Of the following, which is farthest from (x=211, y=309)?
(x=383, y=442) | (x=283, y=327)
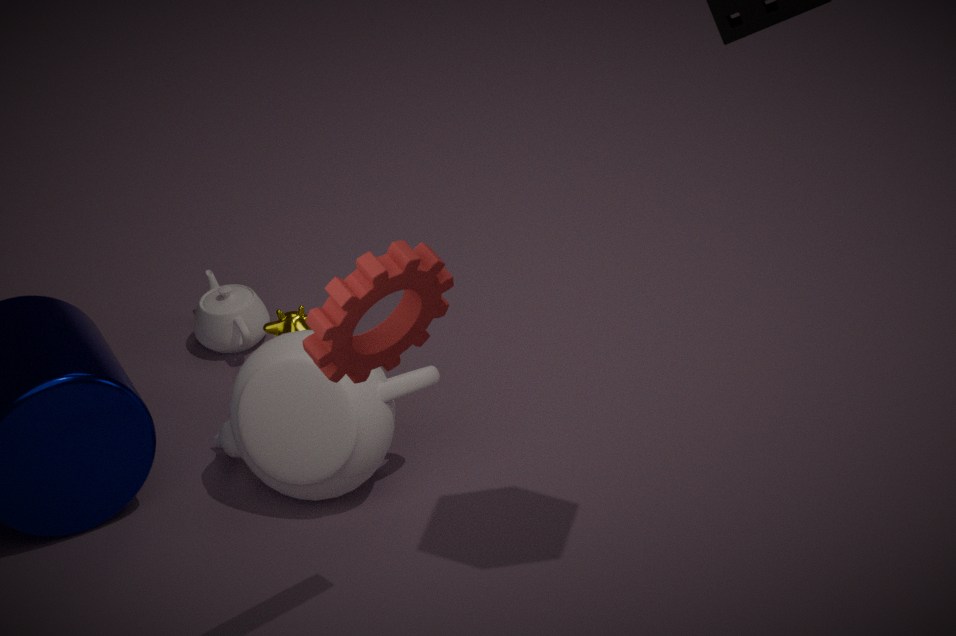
(x=383, y=442)
